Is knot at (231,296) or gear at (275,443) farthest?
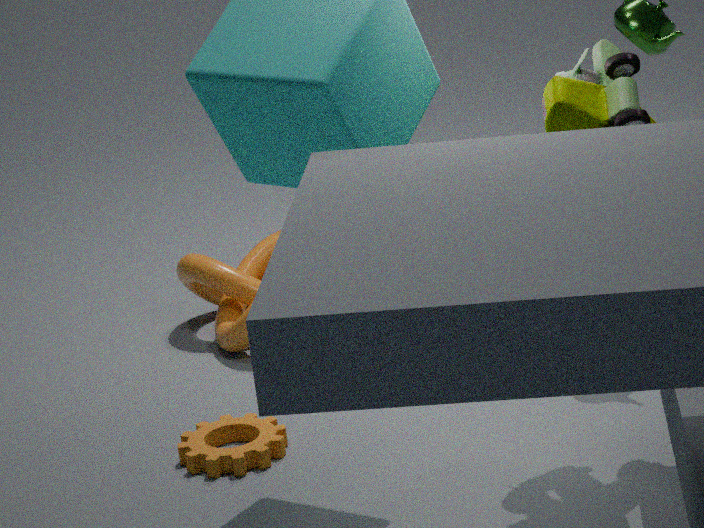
knot at (231,296)
